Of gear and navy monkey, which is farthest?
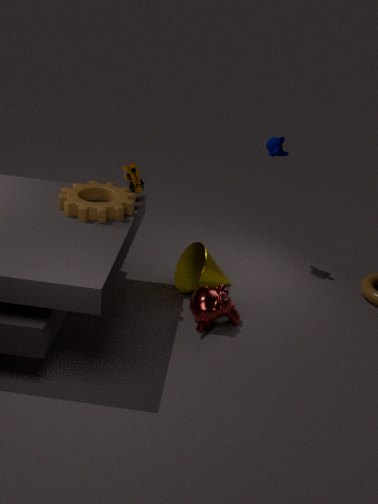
navy monkey
